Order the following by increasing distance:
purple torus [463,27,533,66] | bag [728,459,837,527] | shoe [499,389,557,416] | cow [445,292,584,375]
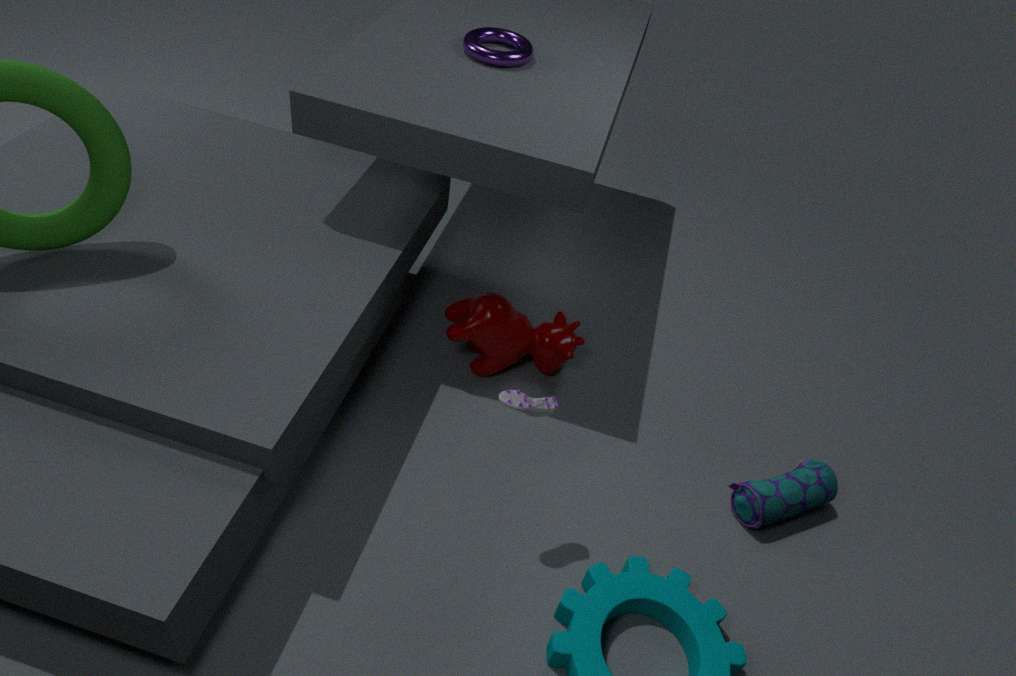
shoe [499,389,557,416], bag [728,459,837,527], cow [445,292,584,375], purple torus [463,27,533,66]
